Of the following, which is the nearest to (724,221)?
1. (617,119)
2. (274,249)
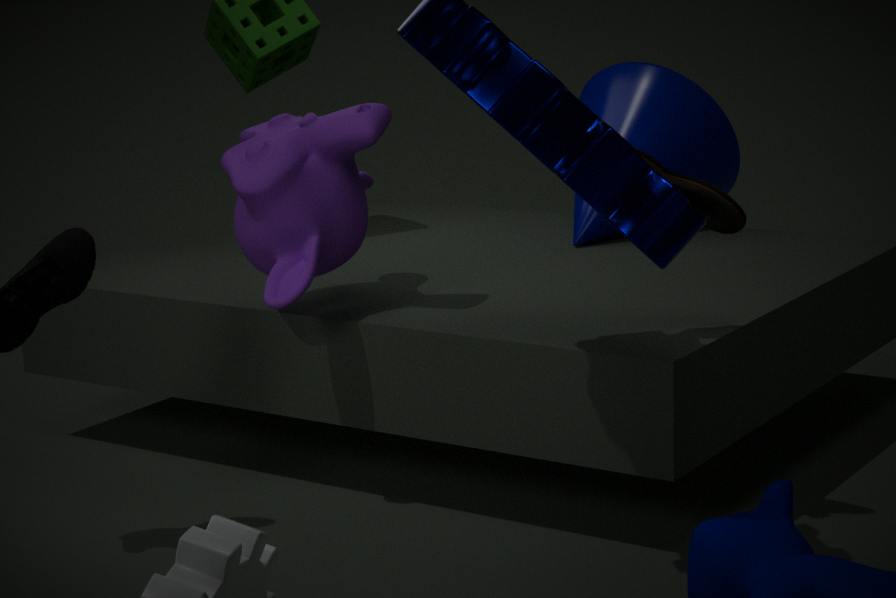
(274,249)
